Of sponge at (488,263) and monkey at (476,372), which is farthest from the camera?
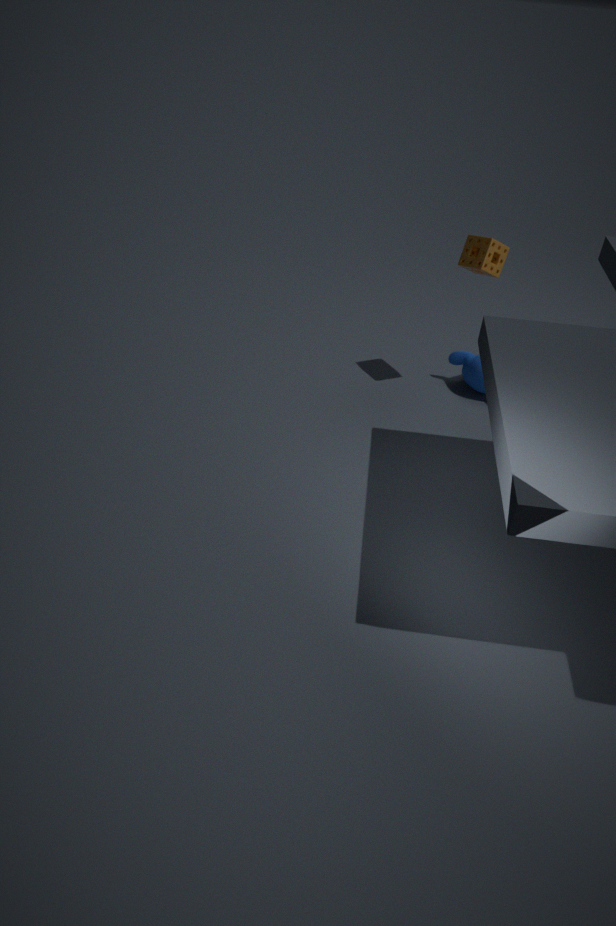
monkey at (476,372)
